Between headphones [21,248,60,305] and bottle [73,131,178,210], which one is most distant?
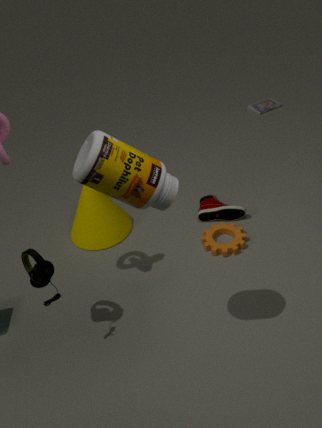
headphones [21,248,60,305]
